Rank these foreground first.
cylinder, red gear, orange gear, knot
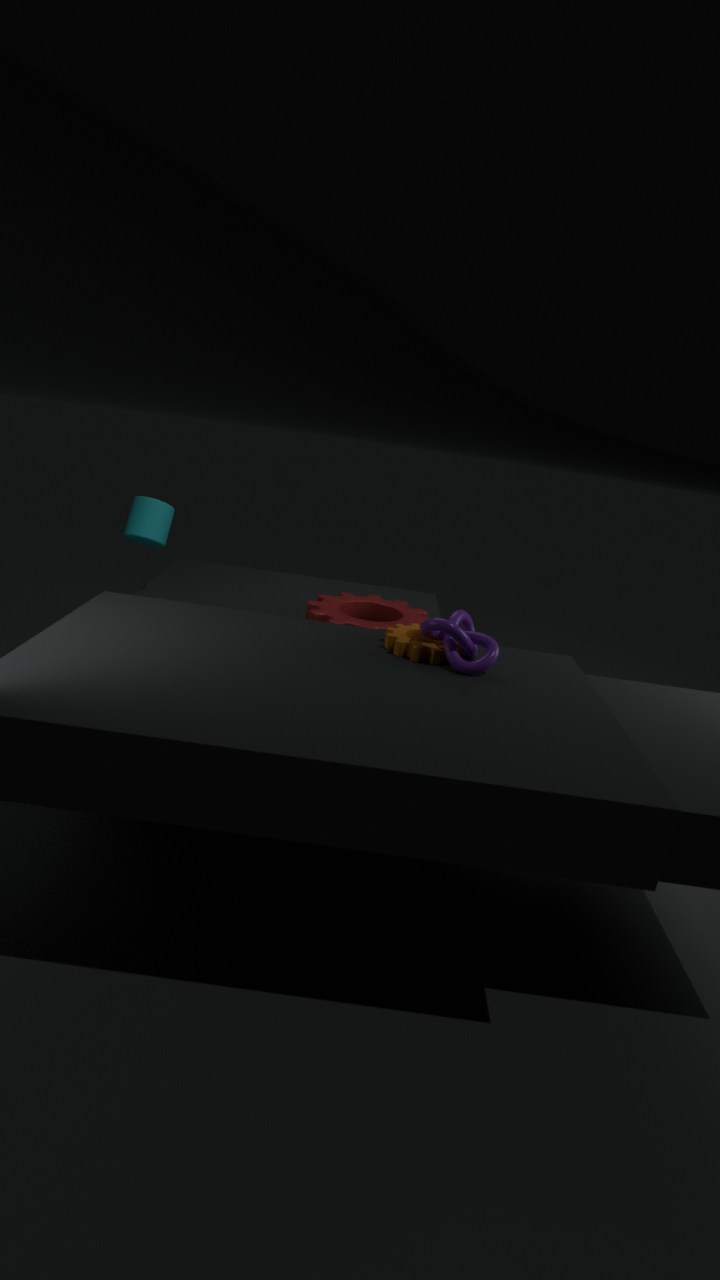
1. knot
2. orange gear
3. red gear
4. cylinder
